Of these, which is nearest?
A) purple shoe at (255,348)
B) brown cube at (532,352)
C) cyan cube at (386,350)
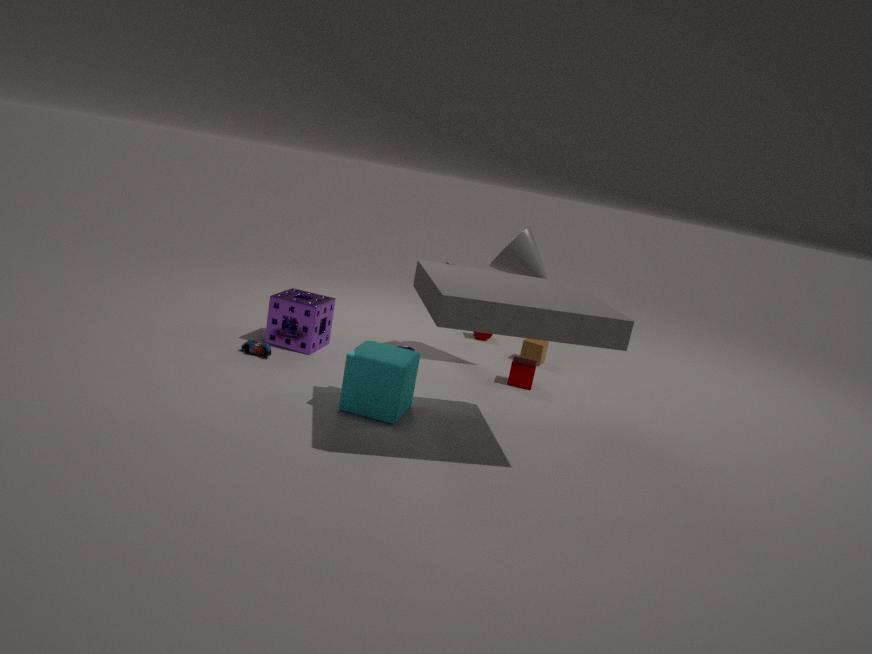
cyan cube at (386,350)
